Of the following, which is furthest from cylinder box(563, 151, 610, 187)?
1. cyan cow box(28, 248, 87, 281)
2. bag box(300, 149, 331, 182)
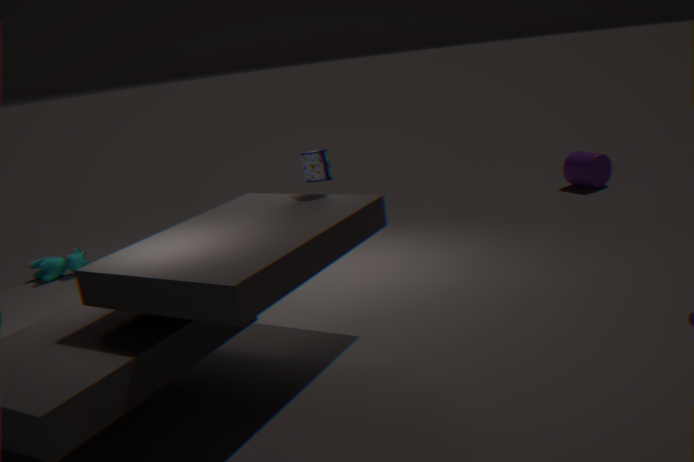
cyan cow box(28, 248, 87, 281)
